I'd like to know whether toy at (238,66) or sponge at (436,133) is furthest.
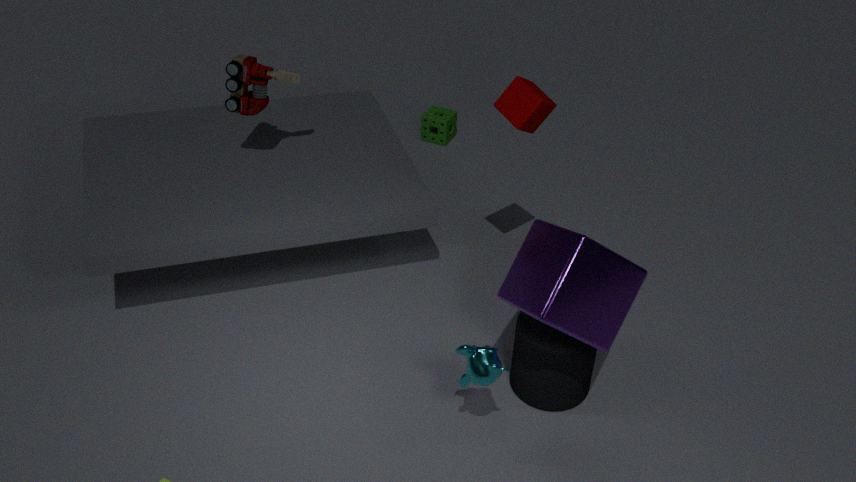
sponge at (436,133)
